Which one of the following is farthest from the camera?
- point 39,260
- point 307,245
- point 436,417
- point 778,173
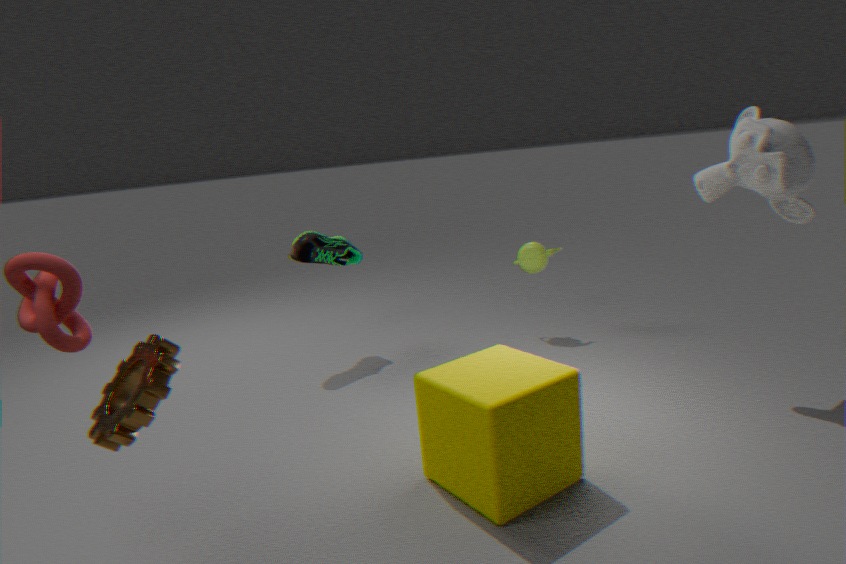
point 307,245
